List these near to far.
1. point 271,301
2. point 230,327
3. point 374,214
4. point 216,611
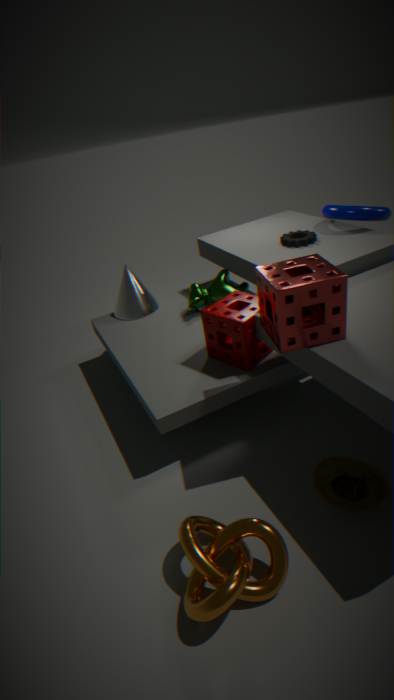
point 216,611 < point 271,301 < point 230,327 < point 374,214
